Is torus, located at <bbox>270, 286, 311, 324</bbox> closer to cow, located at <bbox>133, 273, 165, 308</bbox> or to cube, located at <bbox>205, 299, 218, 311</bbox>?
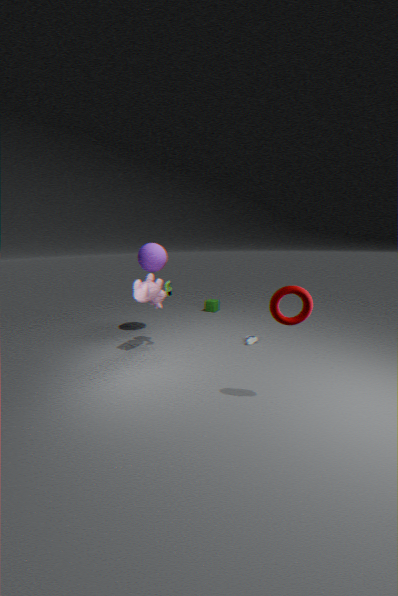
cow, located at <bbox>133, 273, 165, 308</bbox>
